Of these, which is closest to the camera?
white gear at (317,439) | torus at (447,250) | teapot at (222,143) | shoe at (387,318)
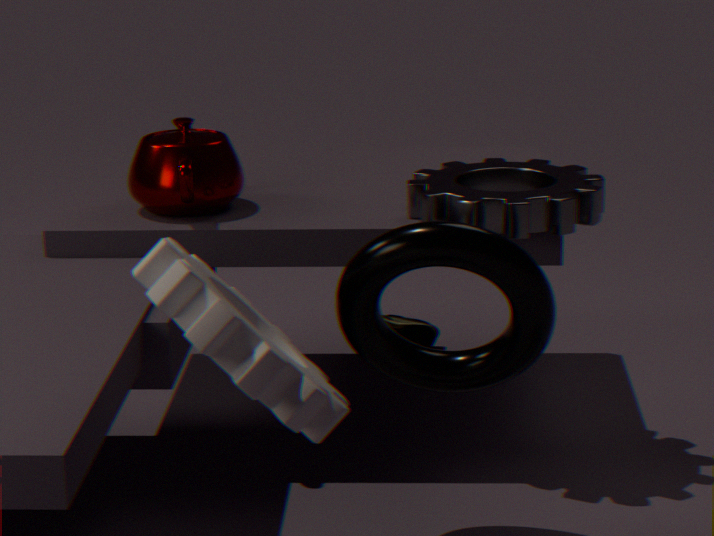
white gear at (317,439)
